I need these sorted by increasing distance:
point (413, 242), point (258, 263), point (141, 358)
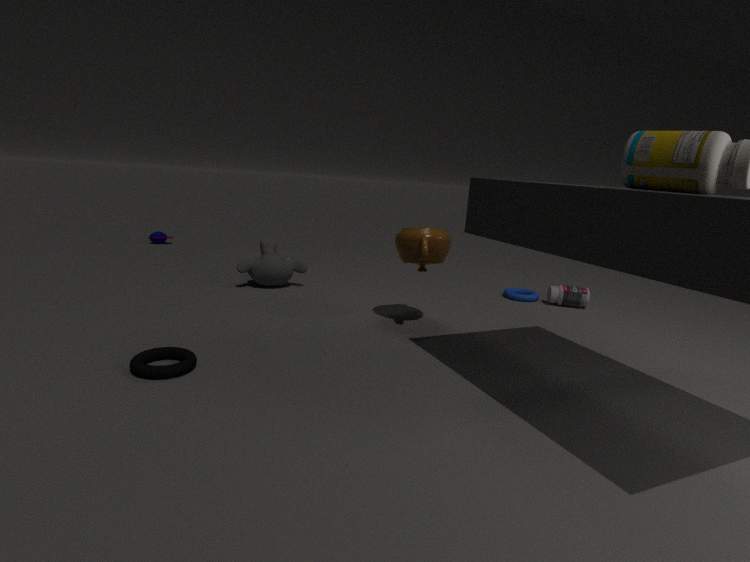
point (141, 358) → point (413, 242) → point (258, 263)
